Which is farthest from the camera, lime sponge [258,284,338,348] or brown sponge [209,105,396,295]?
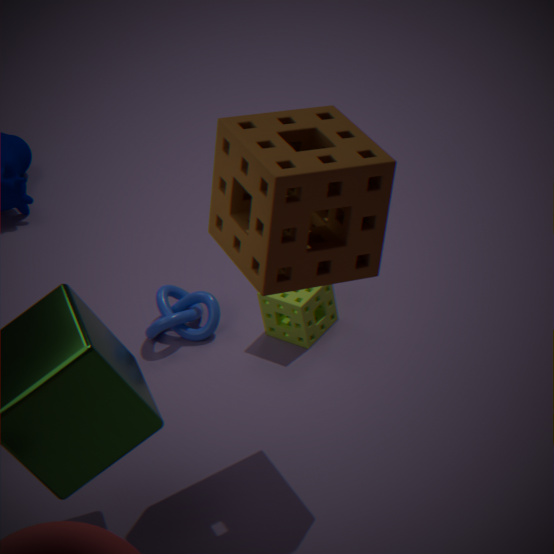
lime sponge [258,284,338,348]
